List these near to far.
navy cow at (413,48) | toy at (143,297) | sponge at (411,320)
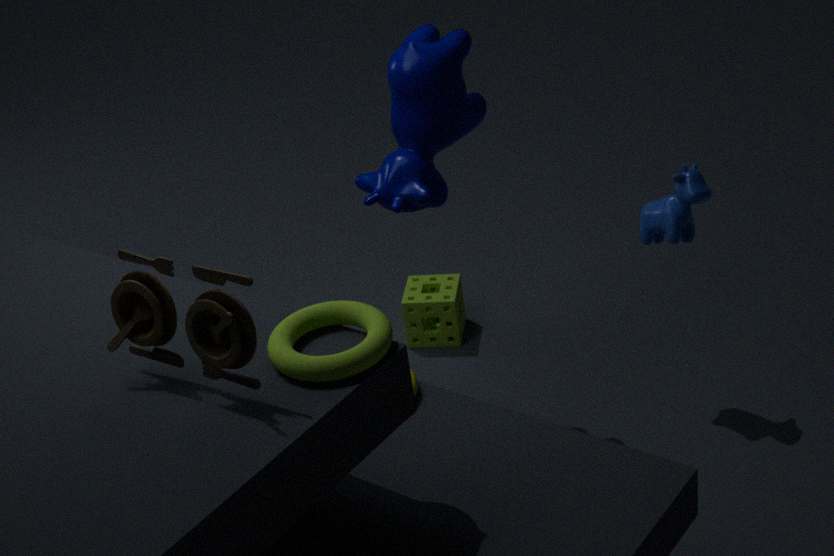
toy at (143,297) < navy cow at (413,48) < sponge at (411,320)
